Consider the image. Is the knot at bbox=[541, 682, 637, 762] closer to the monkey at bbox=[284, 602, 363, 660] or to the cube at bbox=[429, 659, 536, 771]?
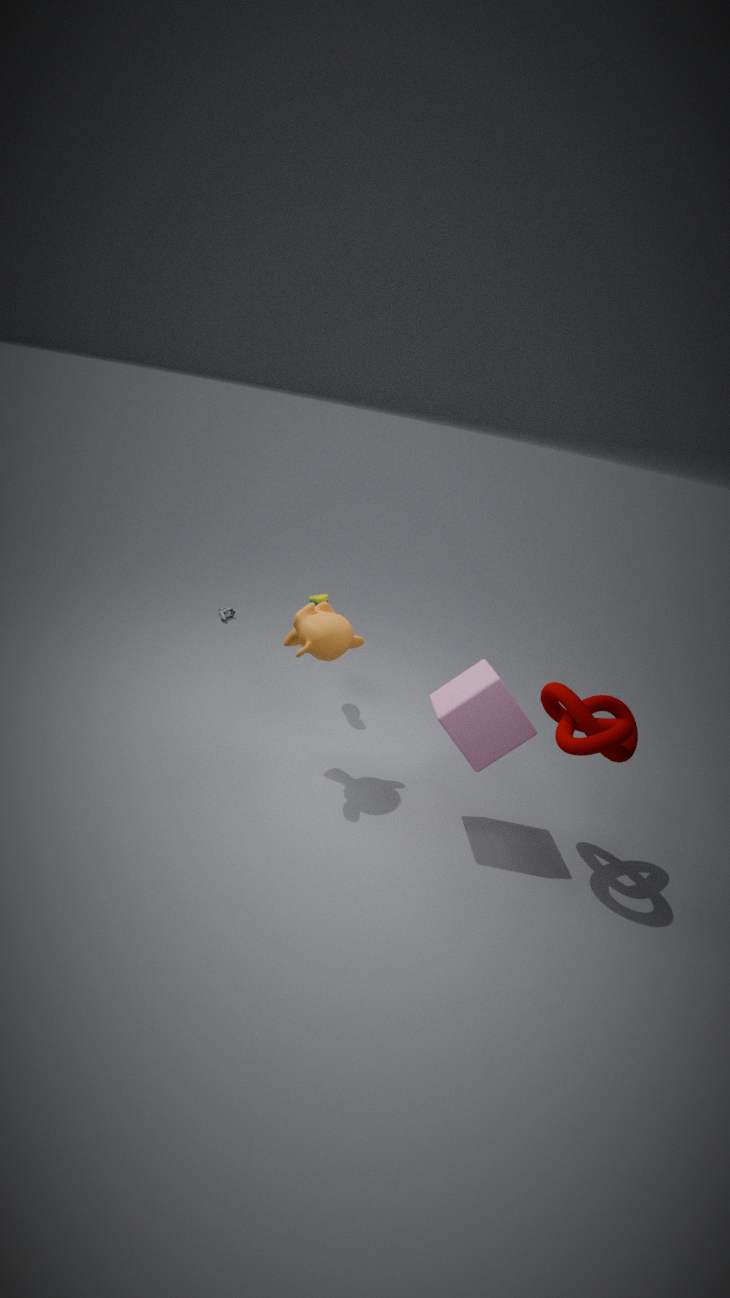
the cube at bbox=[429, 659, 536, 771]
